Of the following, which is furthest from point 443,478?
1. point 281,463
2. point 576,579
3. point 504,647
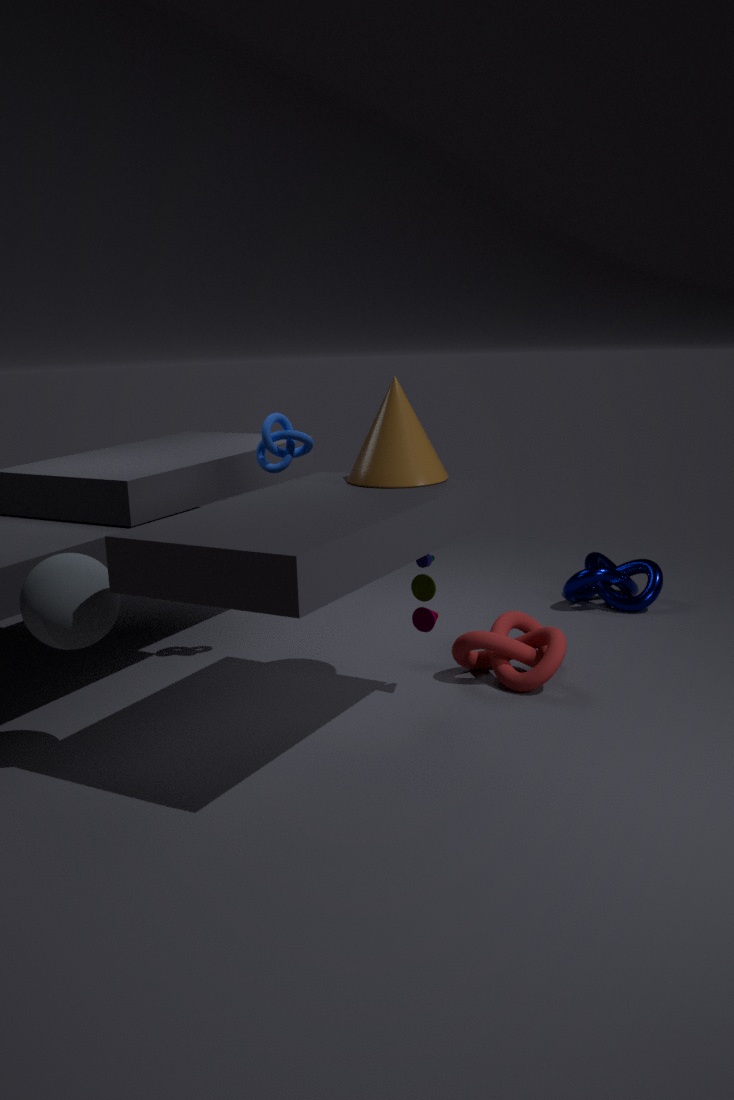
point 576,579
